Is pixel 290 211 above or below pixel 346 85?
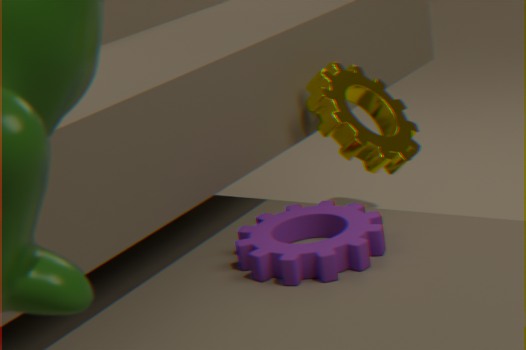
below
